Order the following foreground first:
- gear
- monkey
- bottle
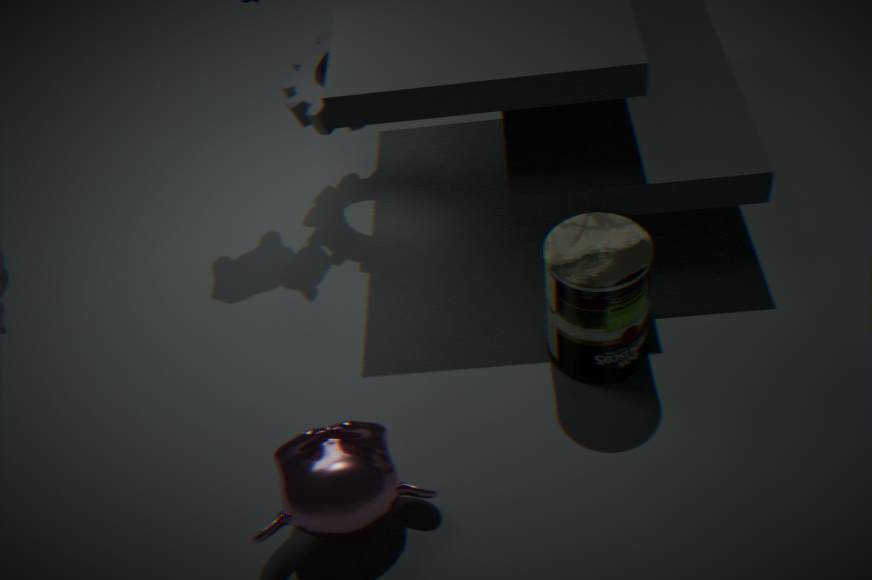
1. monkey
2. bottle
3. gear
